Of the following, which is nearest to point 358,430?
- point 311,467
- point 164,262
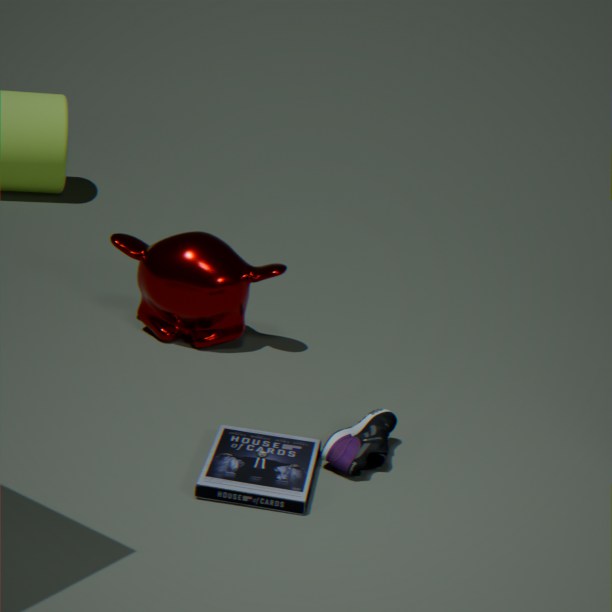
point 311,467
